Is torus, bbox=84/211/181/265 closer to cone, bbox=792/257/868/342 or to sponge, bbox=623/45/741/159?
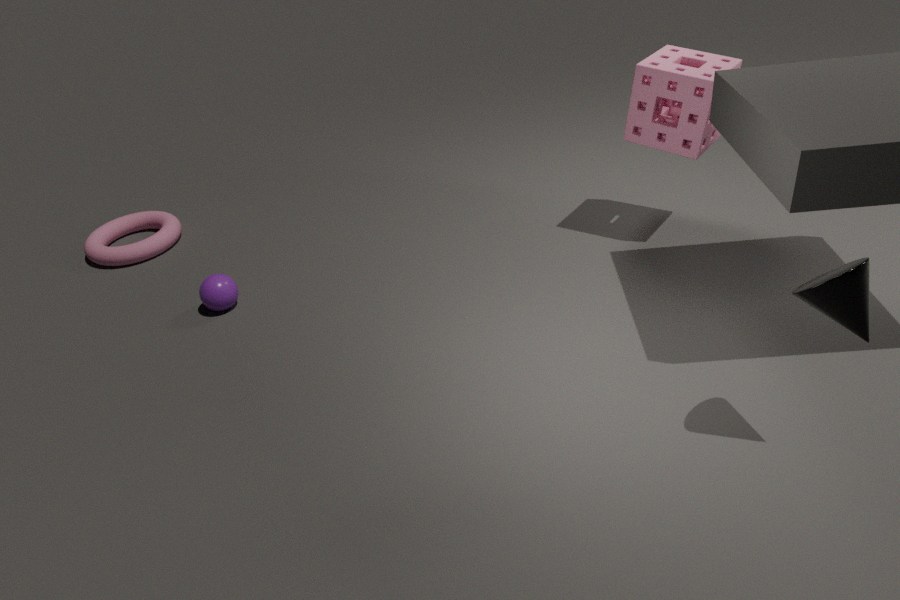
sponge, bbox=623/45/741/159
